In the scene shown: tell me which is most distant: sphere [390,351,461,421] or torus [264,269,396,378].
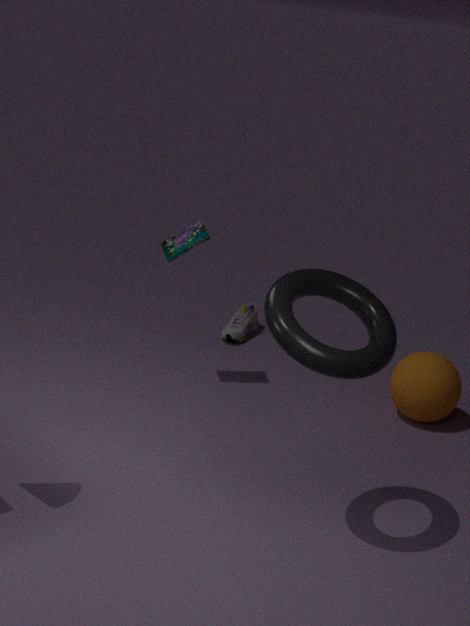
sphere [390,351,461,421]
